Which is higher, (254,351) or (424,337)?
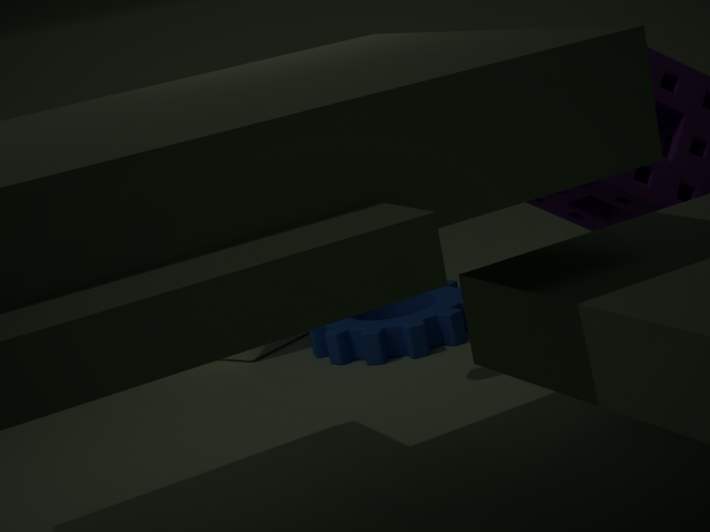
(254,351)
